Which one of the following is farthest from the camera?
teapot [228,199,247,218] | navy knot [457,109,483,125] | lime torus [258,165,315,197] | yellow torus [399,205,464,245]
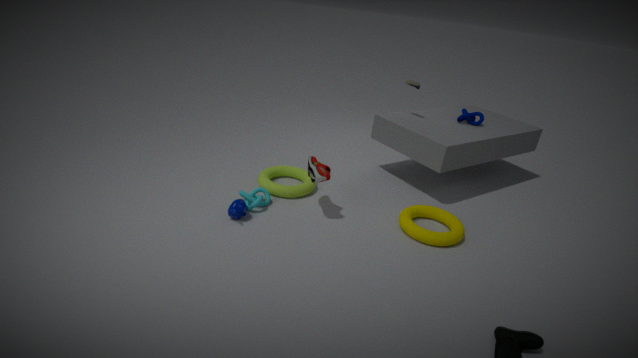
navy knot [457,109,483,125]
